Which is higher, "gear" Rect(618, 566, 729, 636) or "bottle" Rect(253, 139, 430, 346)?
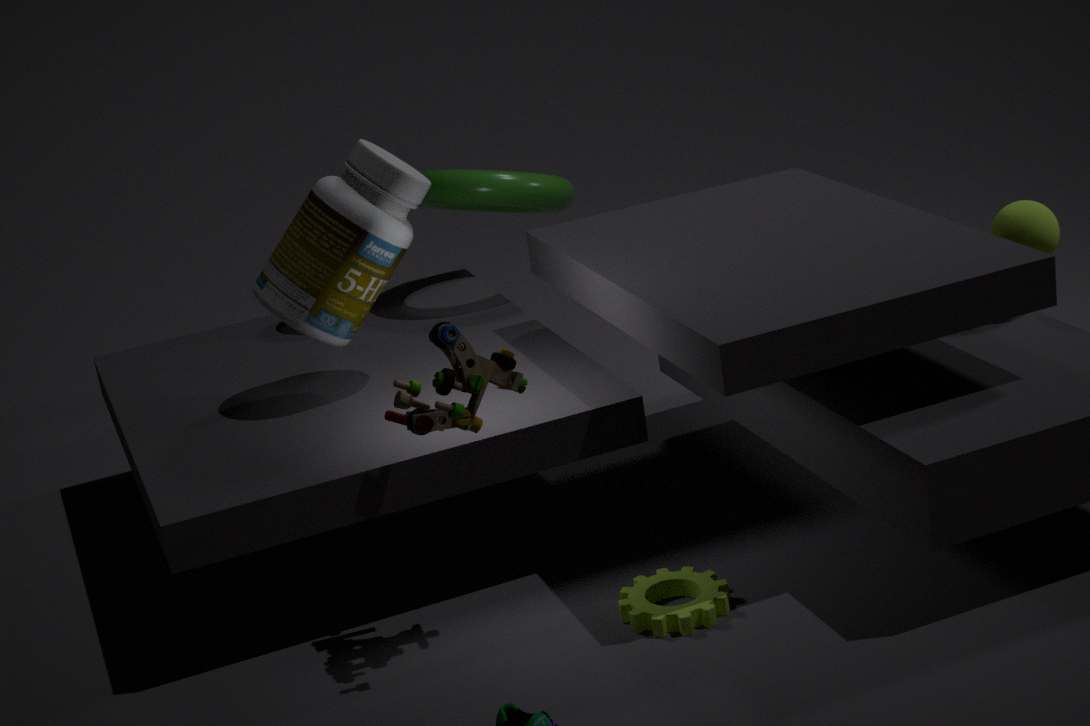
"bottle" Rect(253, 139, 430, 346)
